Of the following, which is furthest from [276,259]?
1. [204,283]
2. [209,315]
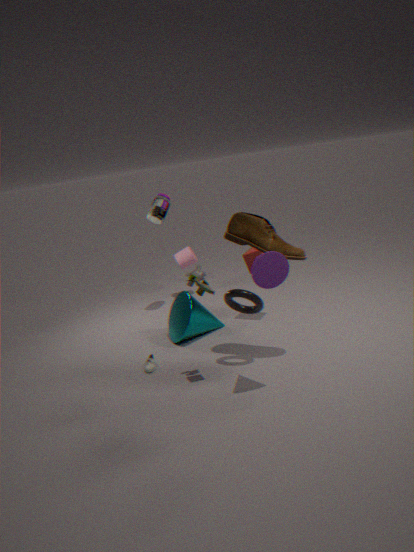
[209,315]
